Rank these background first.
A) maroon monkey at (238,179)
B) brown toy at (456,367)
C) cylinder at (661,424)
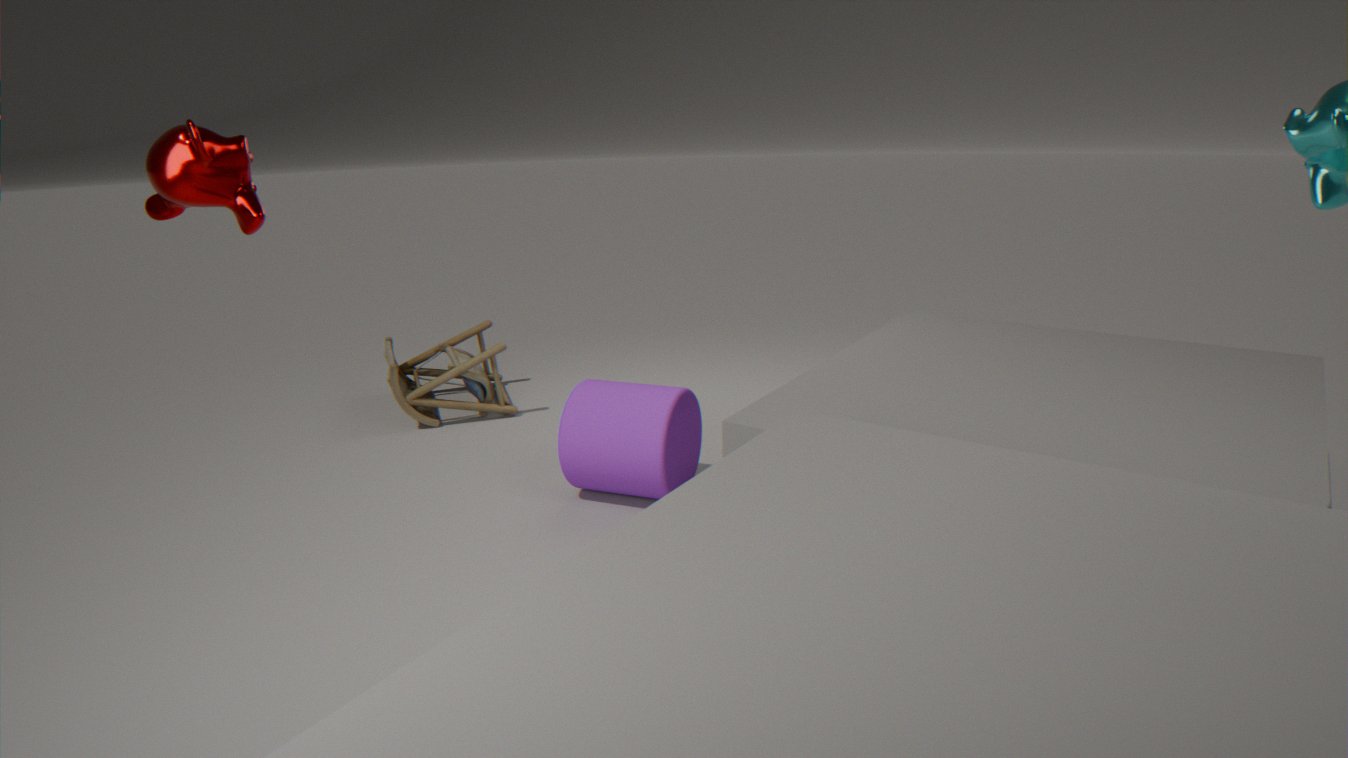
brown toy at (456,367), cylinder at (661,424), maroon monkey at (238,179)
